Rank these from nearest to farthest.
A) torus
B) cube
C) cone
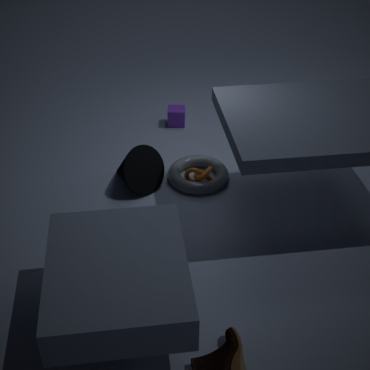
1. cone
2. torus
3. cube
